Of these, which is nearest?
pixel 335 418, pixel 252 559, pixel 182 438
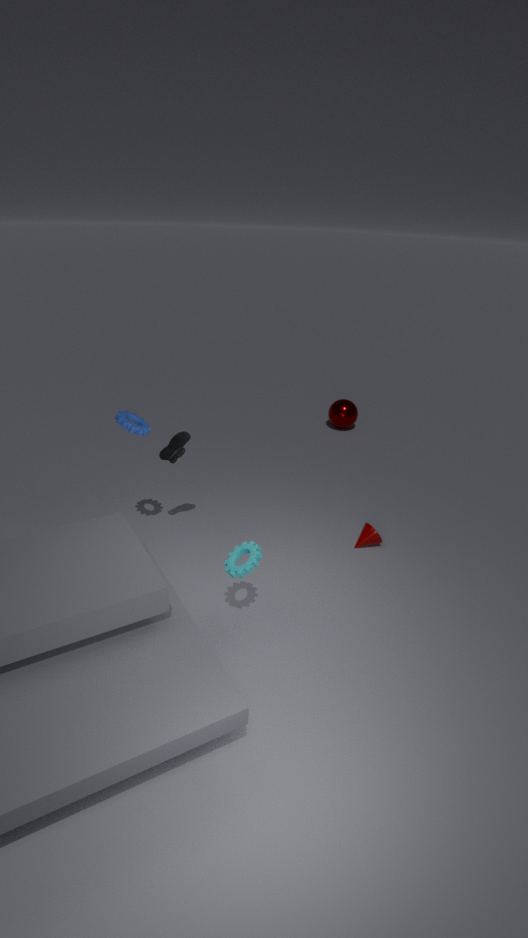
pixel 252 559
